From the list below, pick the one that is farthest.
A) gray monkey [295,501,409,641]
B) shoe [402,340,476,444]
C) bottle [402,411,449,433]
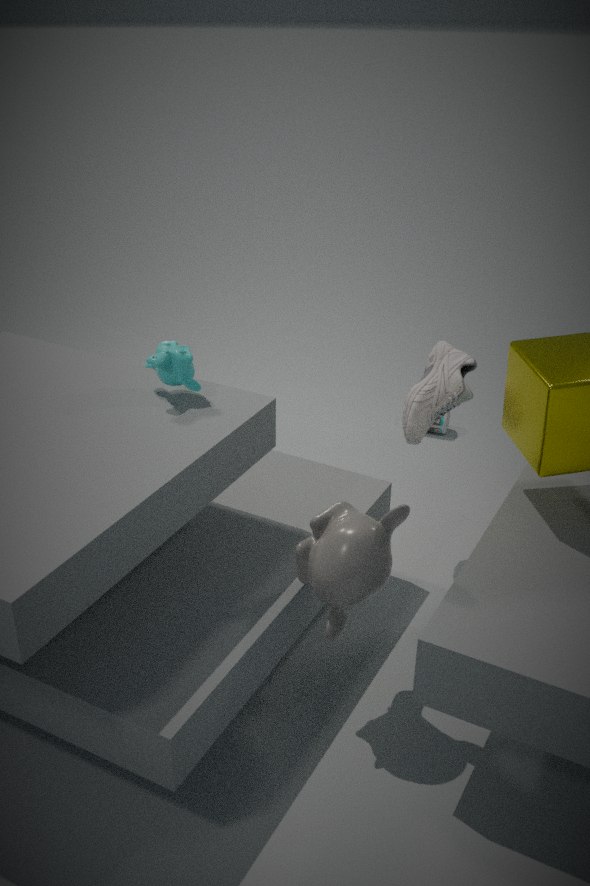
bottle [402,411,449,433]
